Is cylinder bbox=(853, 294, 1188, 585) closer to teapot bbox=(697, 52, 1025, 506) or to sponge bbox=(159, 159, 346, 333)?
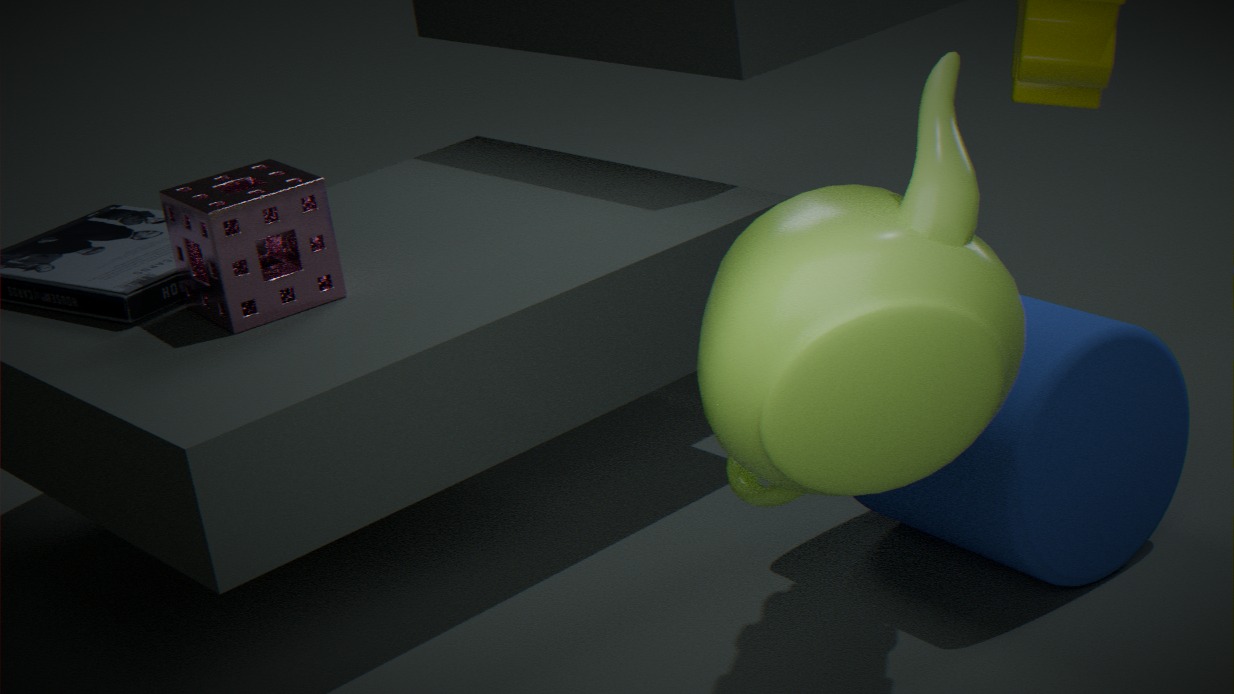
teapot bbox=(697, 52, 1025, 506)
